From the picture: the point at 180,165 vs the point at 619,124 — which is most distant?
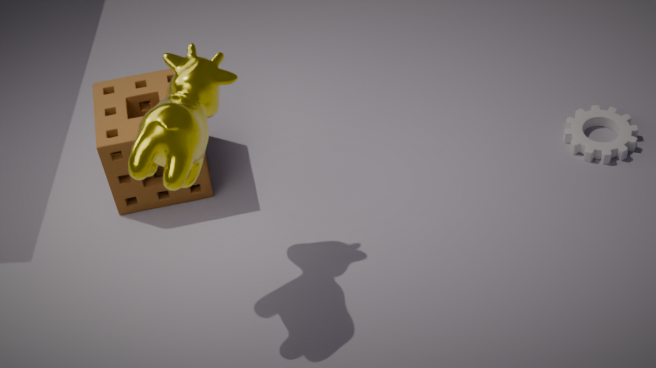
the point at 619,124
